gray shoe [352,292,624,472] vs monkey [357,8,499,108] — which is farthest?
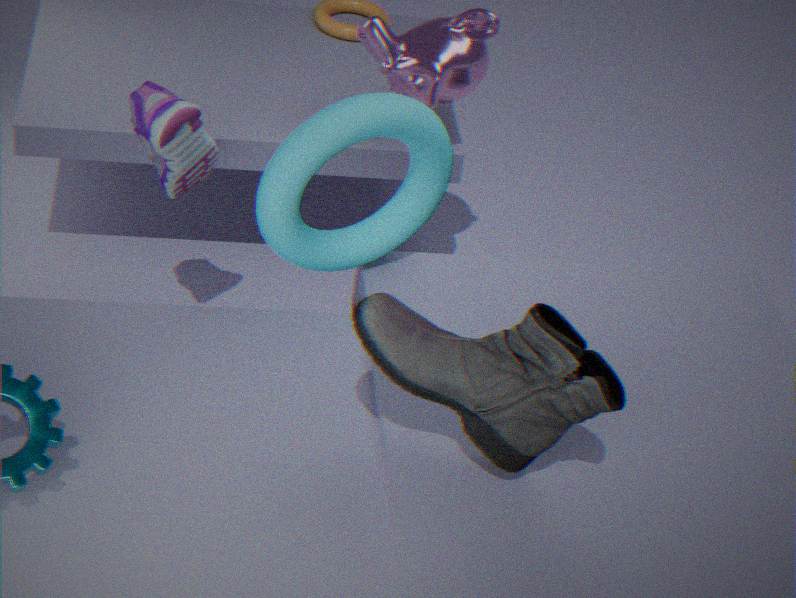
monkey [357,8,499,108]
